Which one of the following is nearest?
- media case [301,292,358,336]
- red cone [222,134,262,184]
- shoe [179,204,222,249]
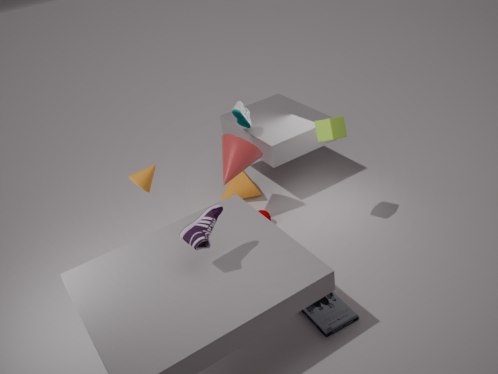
shoe [179,204,222,249]
